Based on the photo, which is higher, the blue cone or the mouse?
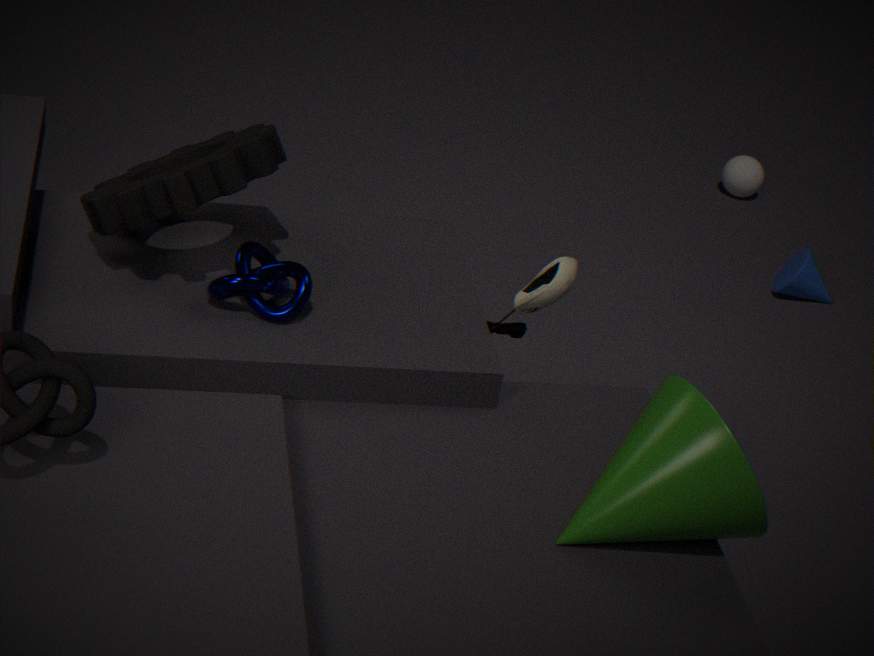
the mouse
